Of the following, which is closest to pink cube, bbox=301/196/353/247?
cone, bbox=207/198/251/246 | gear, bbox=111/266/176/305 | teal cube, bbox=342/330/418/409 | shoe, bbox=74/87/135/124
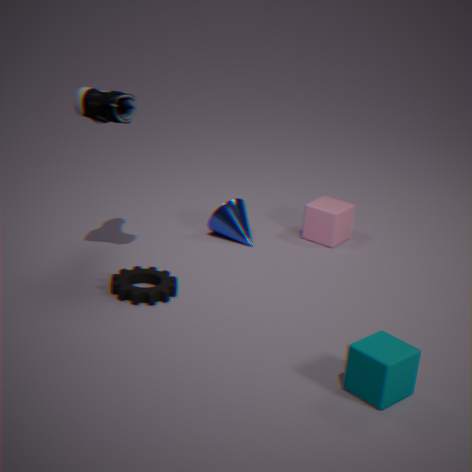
cone, bbox=207/198/251/246
